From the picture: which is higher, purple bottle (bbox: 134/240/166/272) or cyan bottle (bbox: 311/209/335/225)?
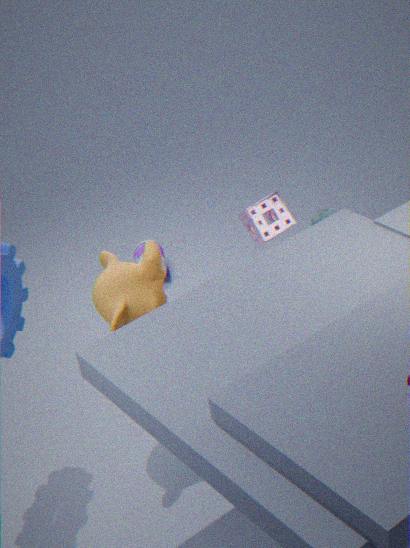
cyan bottle (bbox: 311/209/335/225)
